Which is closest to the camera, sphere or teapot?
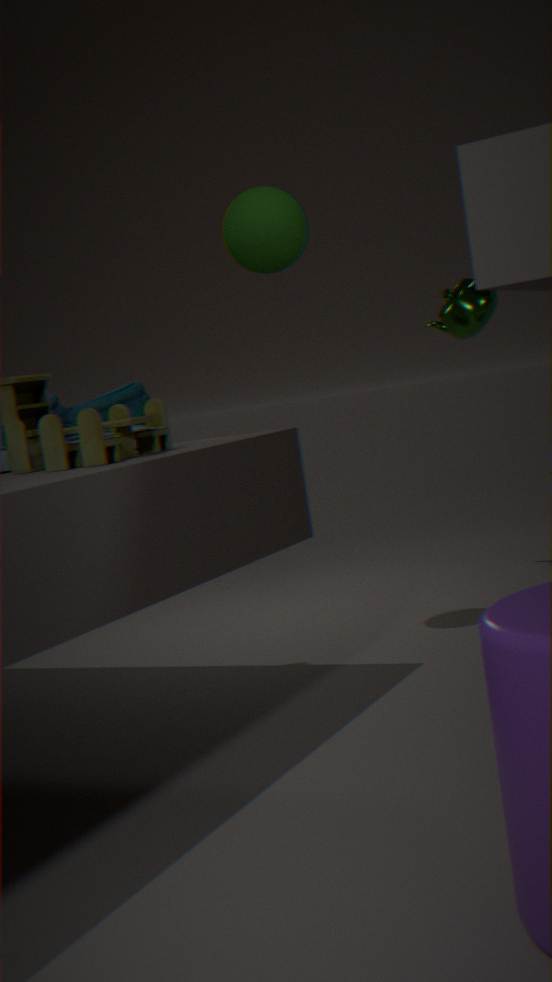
sphere
